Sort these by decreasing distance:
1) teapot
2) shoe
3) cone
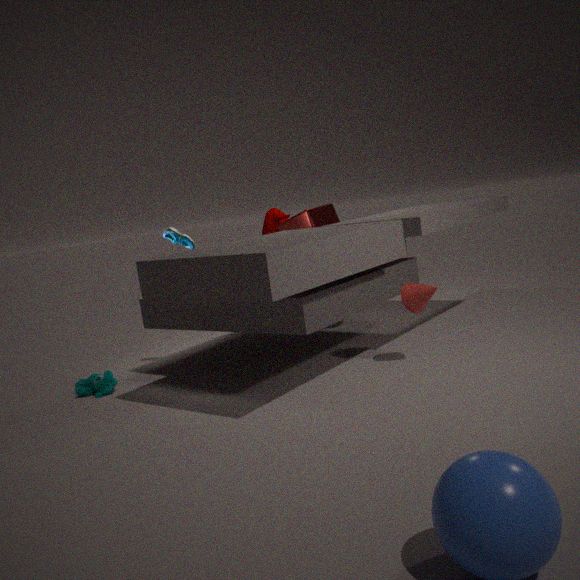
1. 1. teapot
2. 2. shoe
3. 3. cone
